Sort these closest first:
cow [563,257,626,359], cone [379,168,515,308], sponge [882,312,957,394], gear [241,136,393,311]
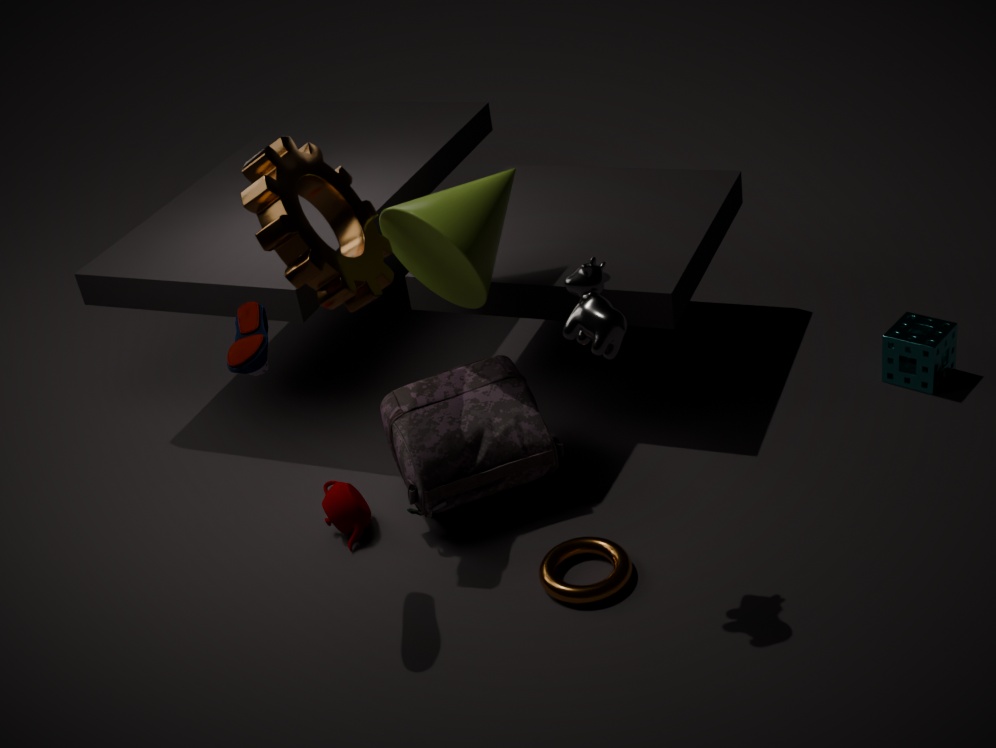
cow [563,257,626,359]
gear [241,136,393,311]
cone [379,168,515,308]
sponge [882,312,957,394]
